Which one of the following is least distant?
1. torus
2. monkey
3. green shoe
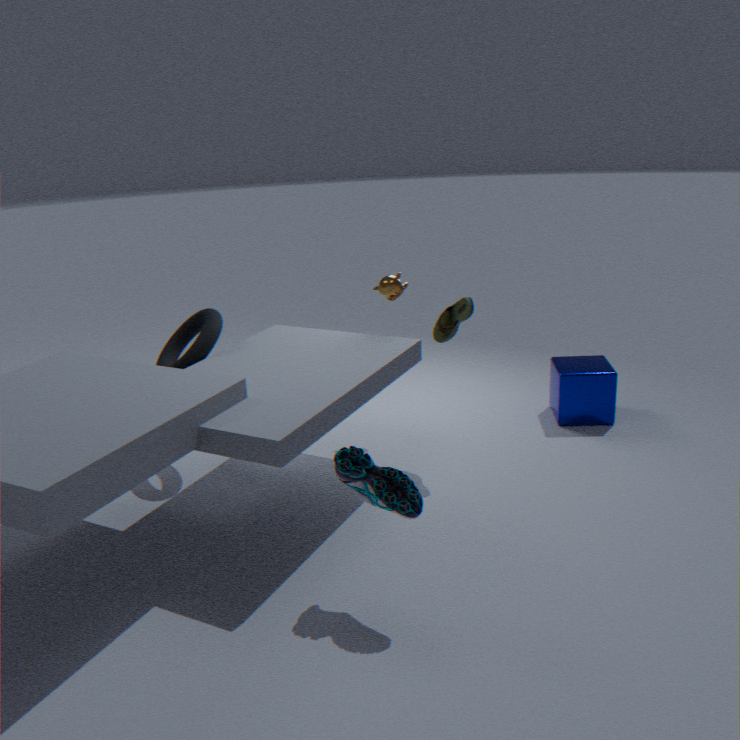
green shoe
